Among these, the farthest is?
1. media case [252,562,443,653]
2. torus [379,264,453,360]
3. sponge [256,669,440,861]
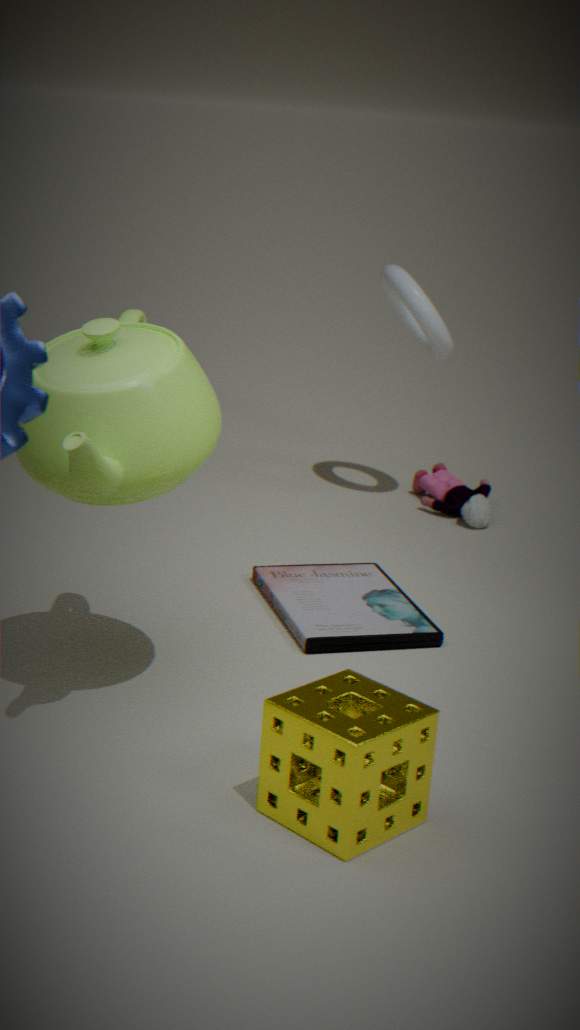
torus [379,264,453,360]
